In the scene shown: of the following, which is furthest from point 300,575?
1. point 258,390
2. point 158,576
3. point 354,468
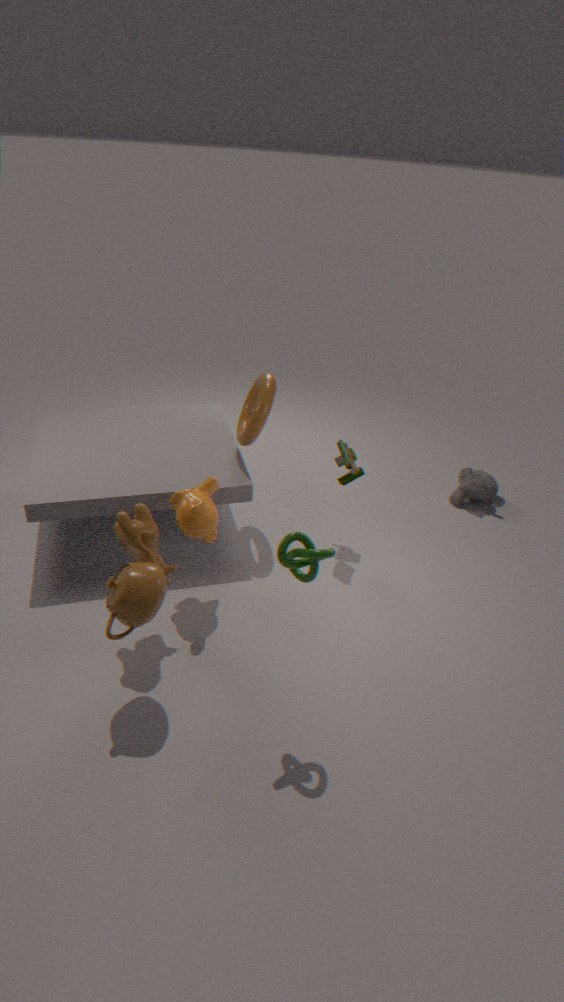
point 258,390
